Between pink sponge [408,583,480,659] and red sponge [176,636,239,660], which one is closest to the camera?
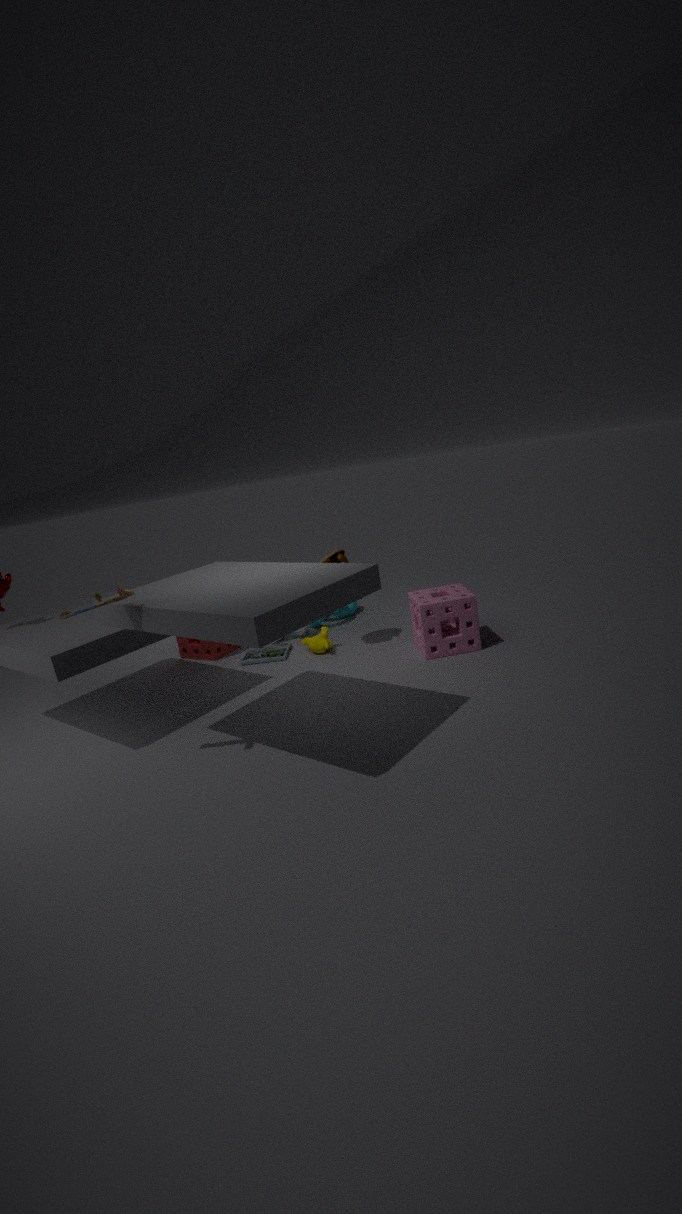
pink sponge [408,583,480,659]
